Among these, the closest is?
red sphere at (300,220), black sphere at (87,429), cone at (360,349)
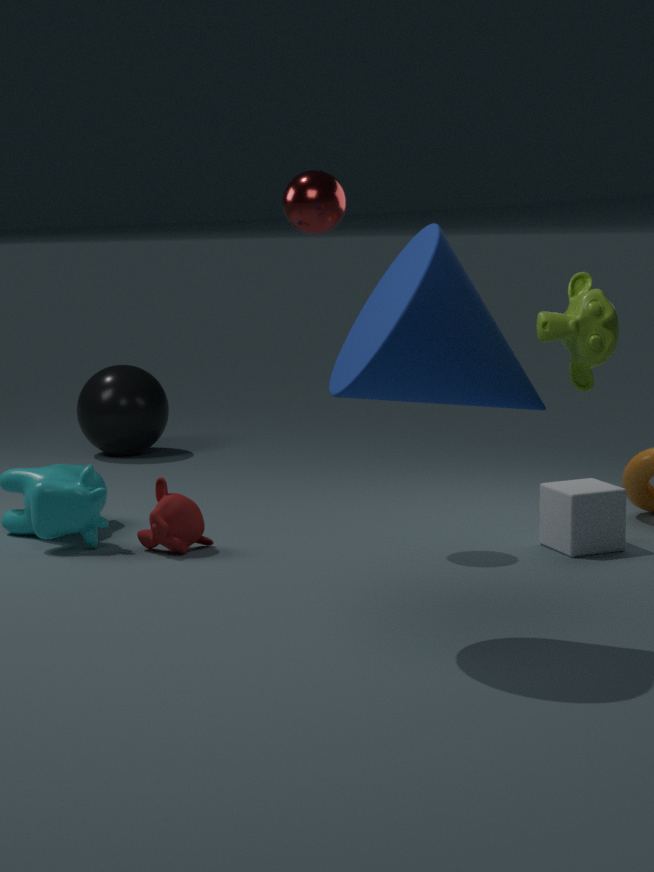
cone at (360,349)
